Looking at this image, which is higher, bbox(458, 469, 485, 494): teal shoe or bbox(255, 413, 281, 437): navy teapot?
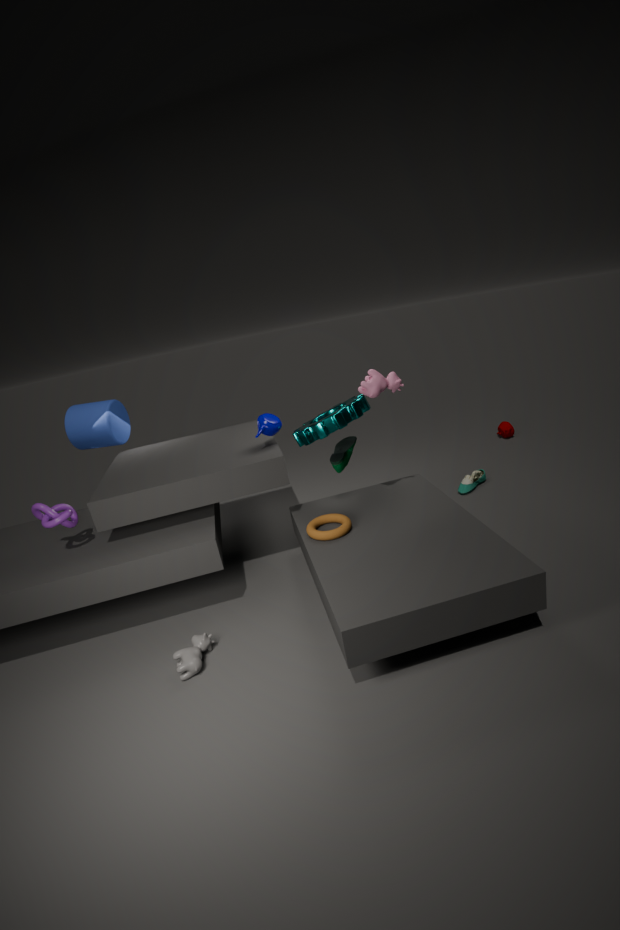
bbox(255, 413, 281, 437): navy teapot
